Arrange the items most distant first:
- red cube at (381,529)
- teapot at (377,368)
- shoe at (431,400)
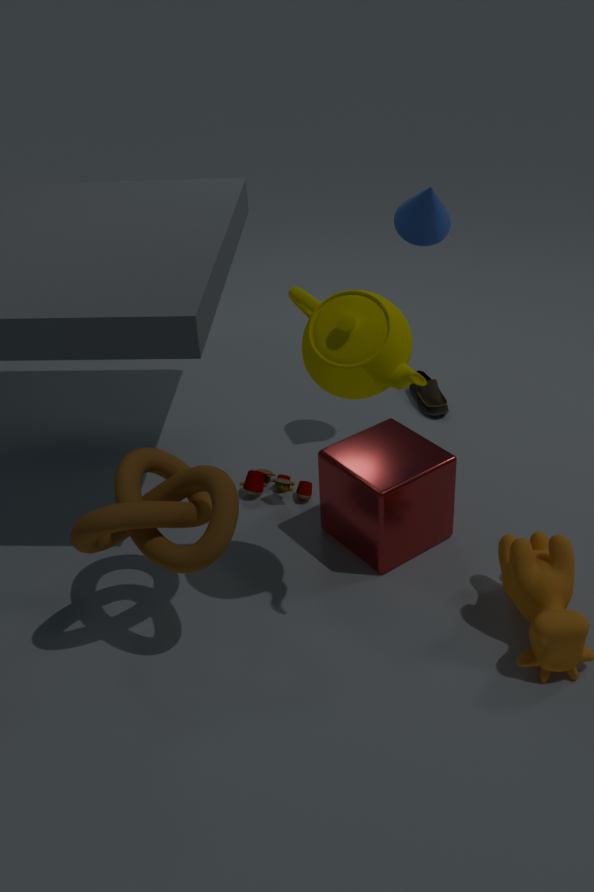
shoe at (431,400) → red cube at (381,529) → teapot at (377,368)
